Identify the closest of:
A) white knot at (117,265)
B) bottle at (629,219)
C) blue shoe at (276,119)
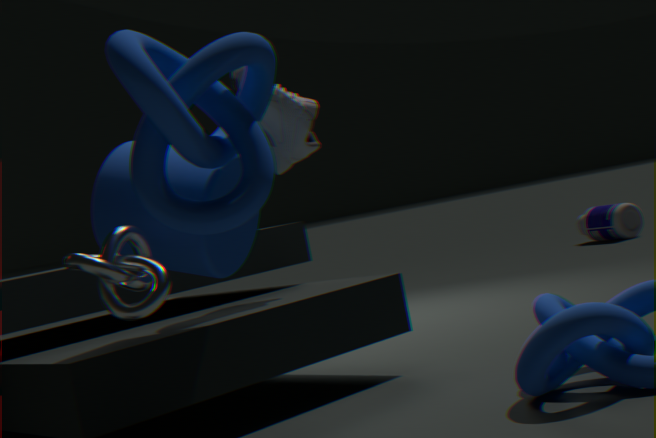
white knot at (117,265)
